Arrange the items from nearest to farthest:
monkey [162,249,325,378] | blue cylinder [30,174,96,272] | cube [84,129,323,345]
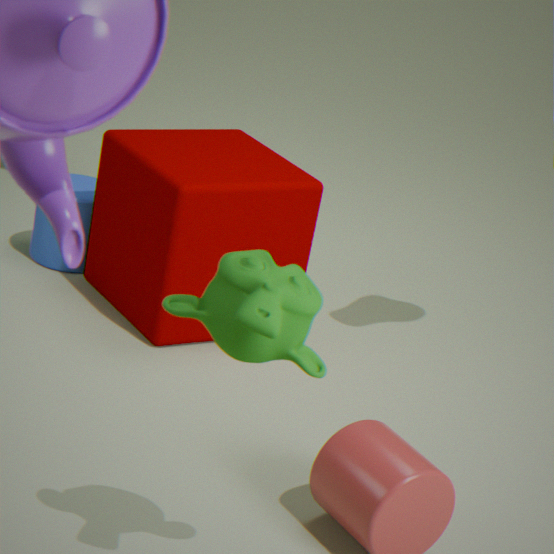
monkey [162,249,325,378] → cube [84,129,323,345] → blue cylinder [30,174,96,272]
